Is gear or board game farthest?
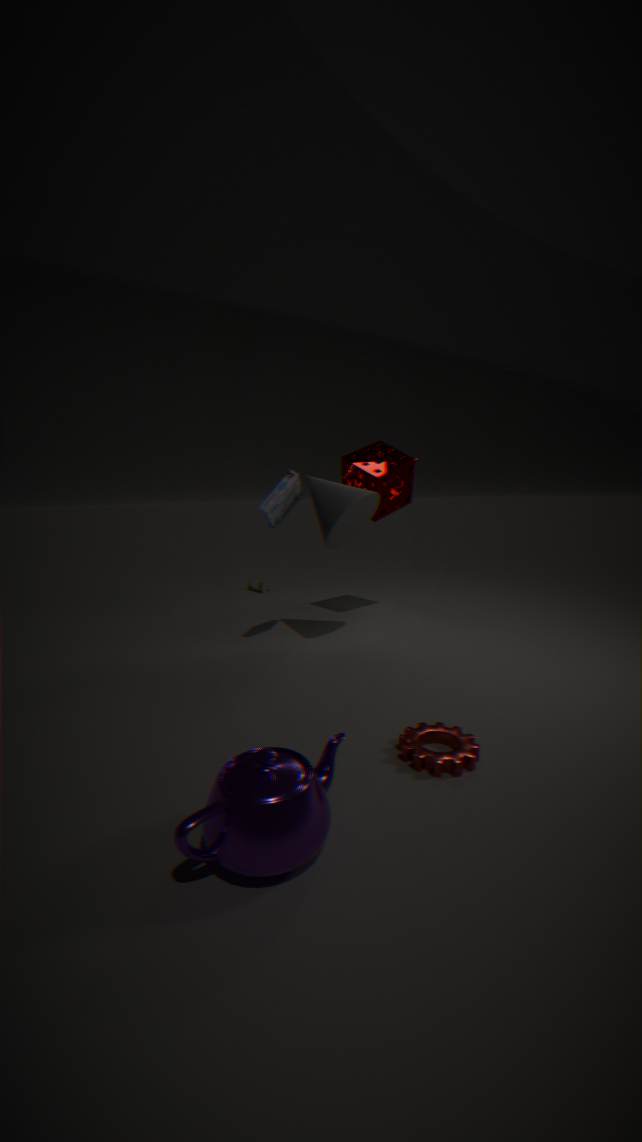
board game
